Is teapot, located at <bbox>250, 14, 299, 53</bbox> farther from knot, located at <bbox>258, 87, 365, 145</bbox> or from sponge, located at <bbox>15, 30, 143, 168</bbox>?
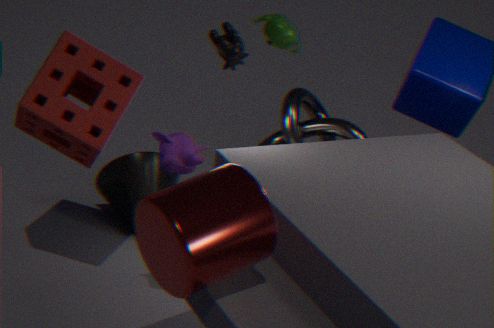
sponge, located at <bbox>15, 30, 143, 168</bbox>
